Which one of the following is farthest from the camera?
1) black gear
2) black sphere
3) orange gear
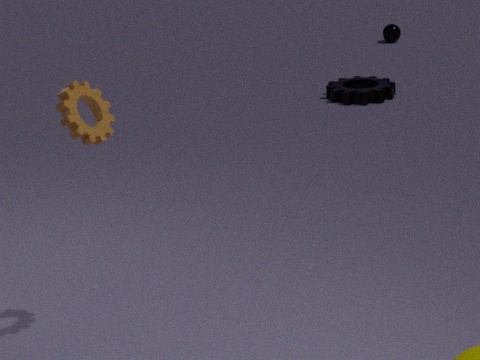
2. black sphere
